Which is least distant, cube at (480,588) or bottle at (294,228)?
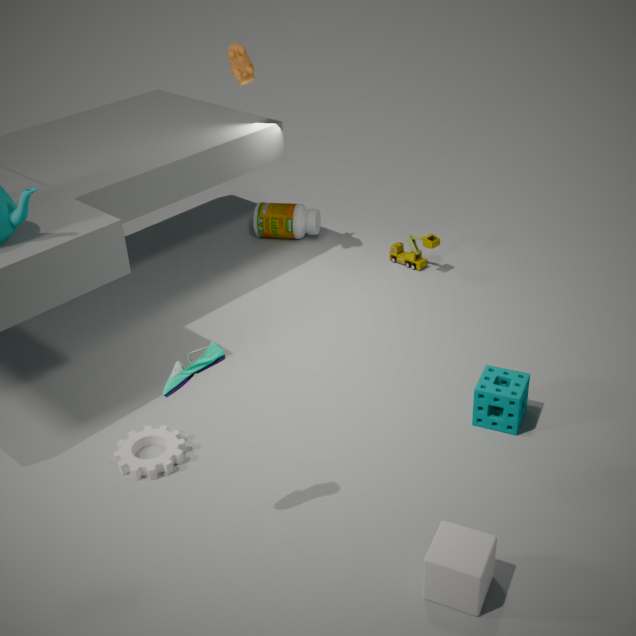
cube at (480,588)
